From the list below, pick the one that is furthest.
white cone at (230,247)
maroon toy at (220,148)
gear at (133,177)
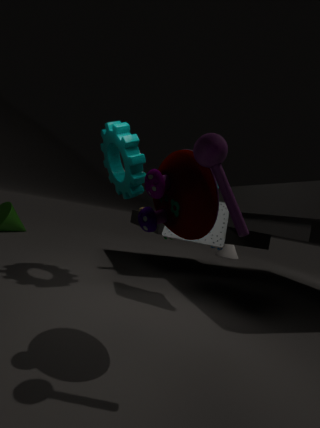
white cone at (230,247)
